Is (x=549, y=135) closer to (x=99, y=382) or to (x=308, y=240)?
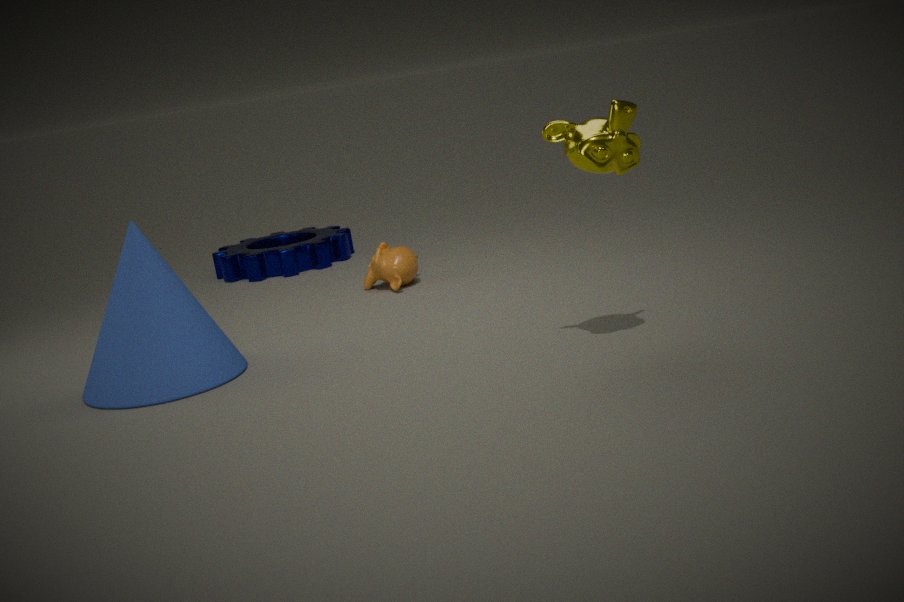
(x=99, y=382)
